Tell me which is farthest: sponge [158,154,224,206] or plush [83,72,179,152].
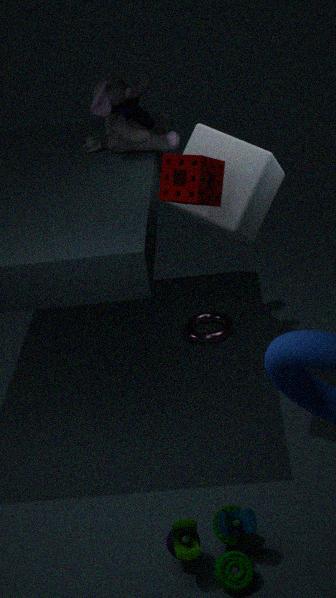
plush [83,72,179,152]
